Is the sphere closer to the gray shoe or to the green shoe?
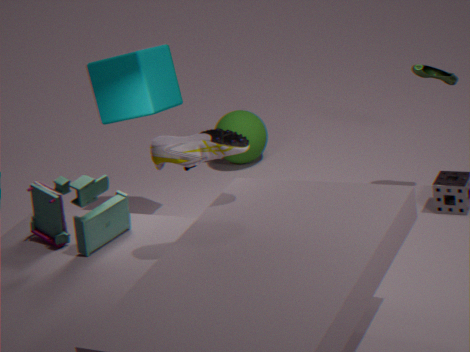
the green shoe
